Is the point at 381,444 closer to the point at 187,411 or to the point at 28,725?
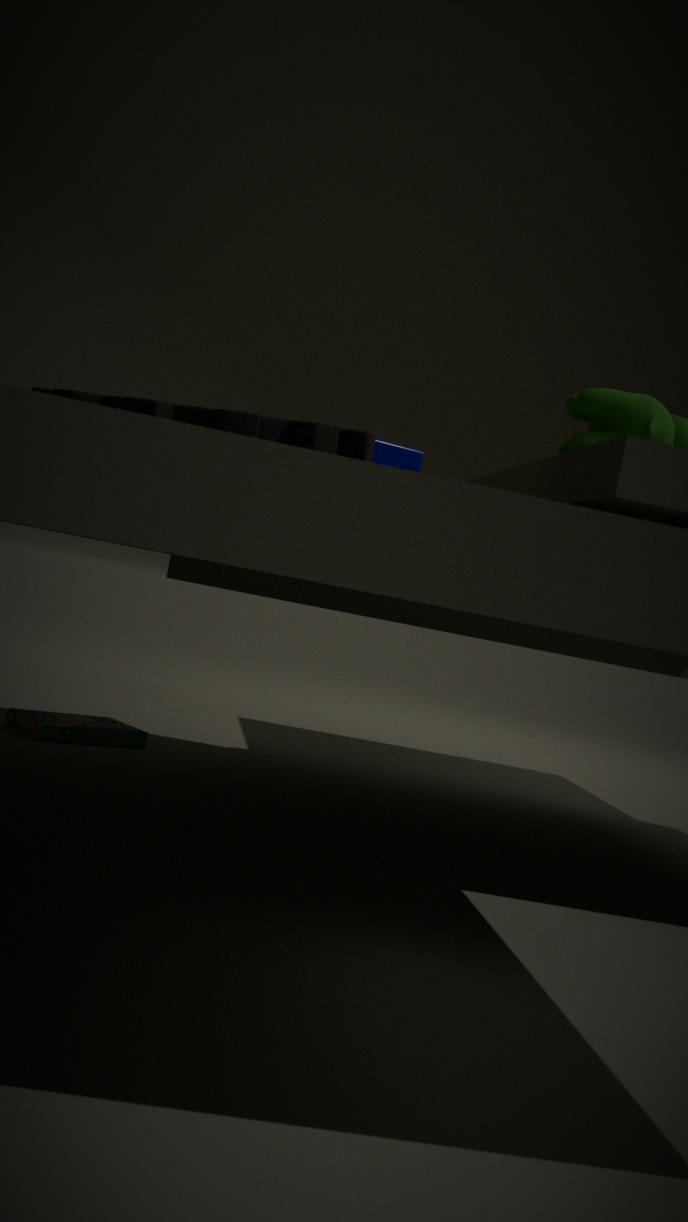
the point at 187,411
